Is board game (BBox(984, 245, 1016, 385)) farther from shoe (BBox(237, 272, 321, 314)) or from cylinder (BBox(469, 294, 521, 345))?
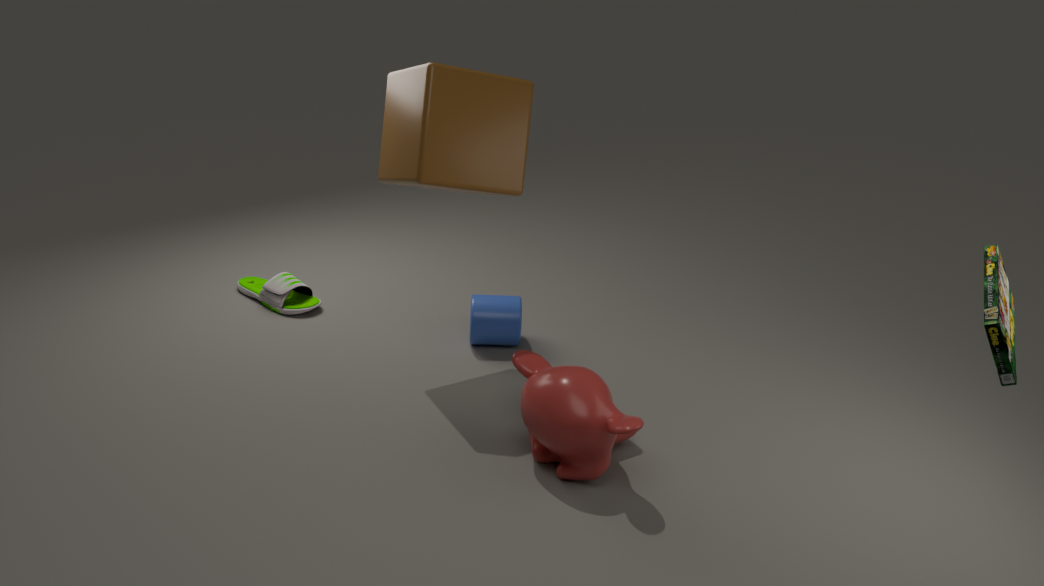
shoe (BBox(237, 272, 321, 314))
